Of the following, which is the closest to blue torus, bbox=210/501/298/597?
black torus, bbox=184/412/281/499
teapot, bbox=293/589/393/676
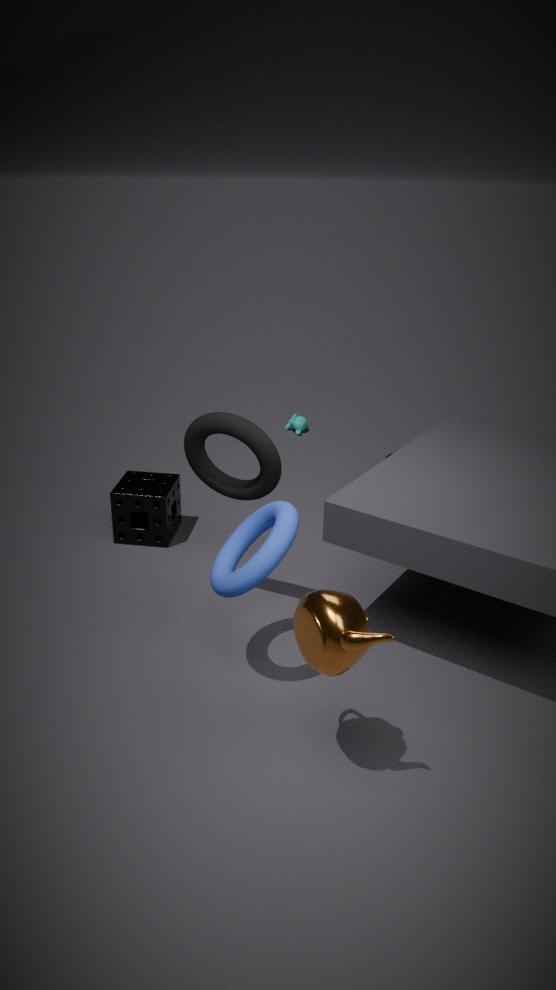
black torus, bbox=184/412/281/499
